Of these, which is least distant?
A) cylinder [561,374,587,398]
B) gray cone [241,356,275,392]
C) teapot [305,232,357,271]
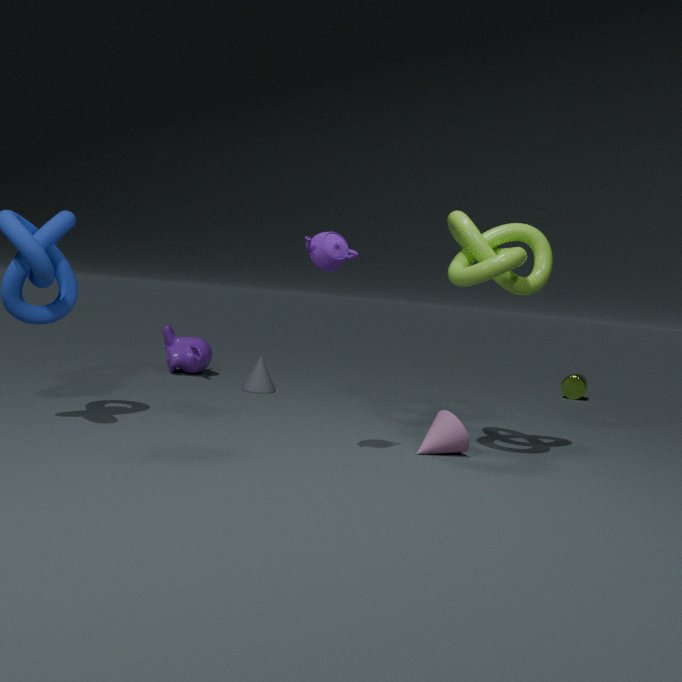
teapot [305,232,357,271]
